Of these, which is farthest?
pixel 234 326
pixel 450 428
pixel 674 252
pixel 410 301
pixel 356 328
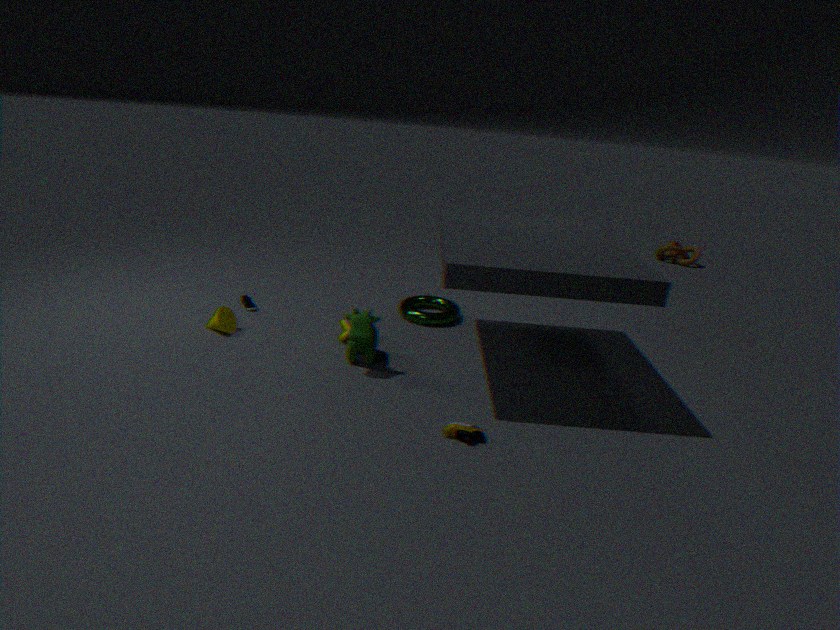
pixel 674 252
